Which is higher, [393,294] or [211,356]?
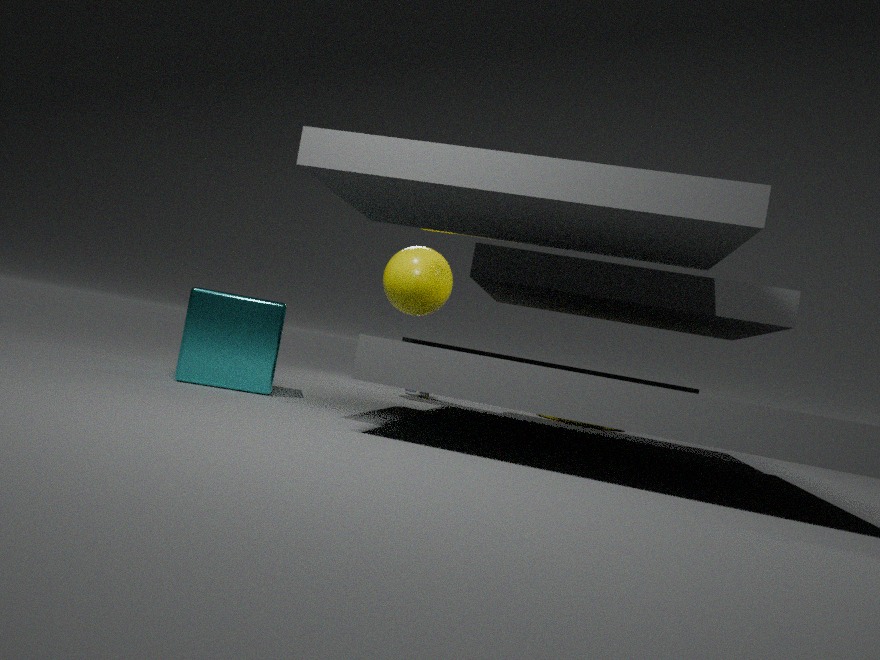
[393,294]
